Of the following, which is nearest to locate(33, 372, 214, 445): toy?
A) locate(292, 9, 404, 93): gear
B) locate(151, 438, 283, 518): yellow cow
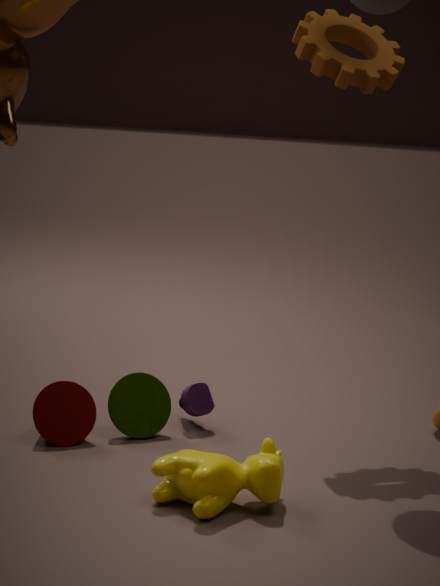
locate(151, 438, 283, 518): yellow cow
